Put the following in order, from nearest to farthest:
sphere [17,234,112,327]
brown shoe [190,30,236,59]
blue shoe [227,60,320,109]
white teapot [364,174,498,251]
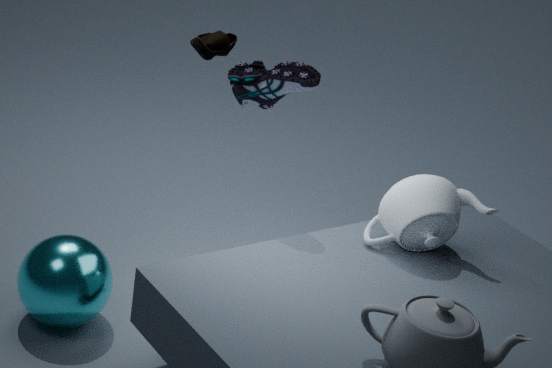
sphere [17,234,112,327] < white teapot [364,174,498,251] < blue shoe [227,60,320,109] < brown shoe [190,30,236,59]
